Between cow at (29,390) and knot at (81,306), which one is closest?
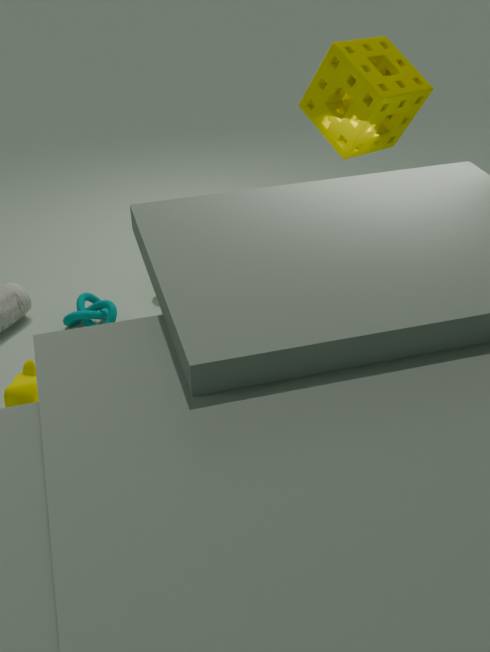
cow at (29,390)
